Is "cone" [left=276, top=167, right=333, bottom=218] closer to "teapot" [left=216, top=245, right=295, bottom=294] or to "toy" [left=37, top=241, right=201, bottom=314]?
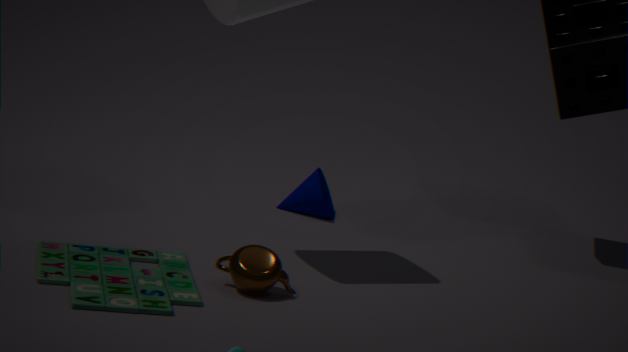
"toy" [left=37, top=241, right=201, bottom=314]
